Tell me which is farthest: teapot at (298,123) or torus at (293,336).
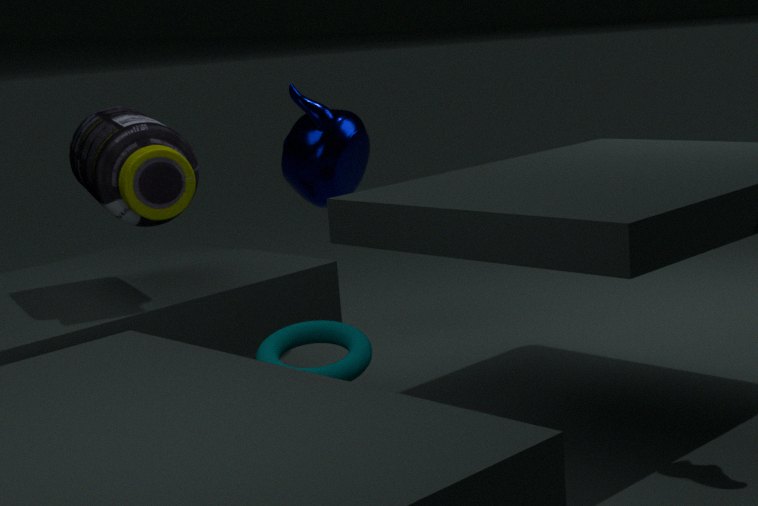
teapot at (298,123)
